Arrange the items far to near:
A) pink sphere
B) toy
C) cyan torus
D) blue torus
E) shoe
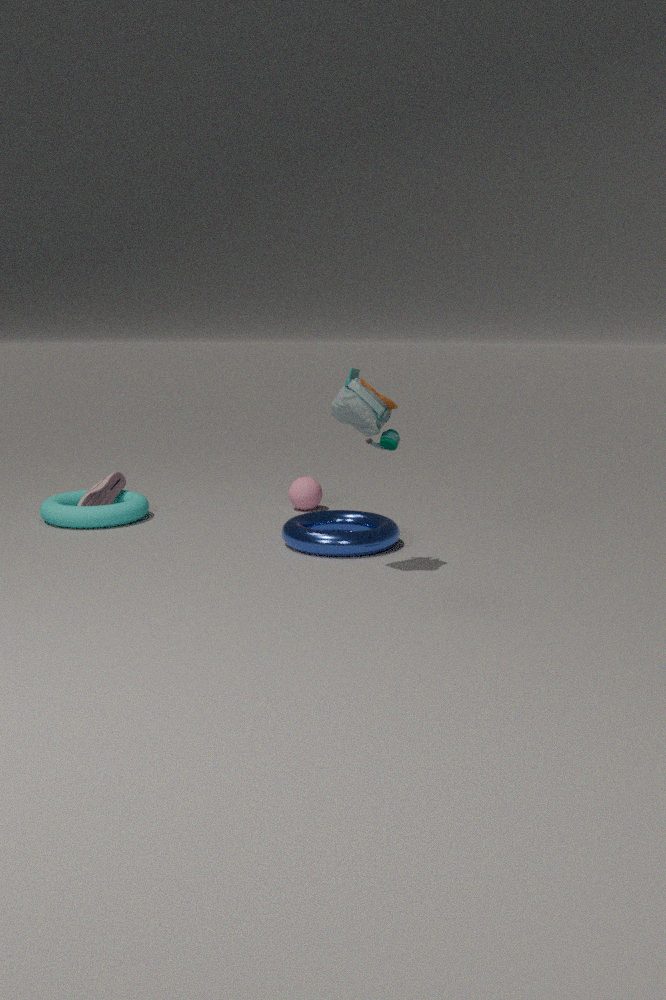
pink sphere
shoe
cyan torus
blue torus
toy
